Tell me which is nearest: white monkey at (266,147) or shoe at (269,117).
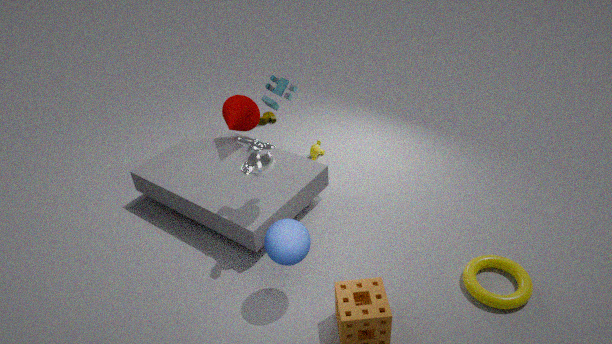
white monkey at (266,147)
